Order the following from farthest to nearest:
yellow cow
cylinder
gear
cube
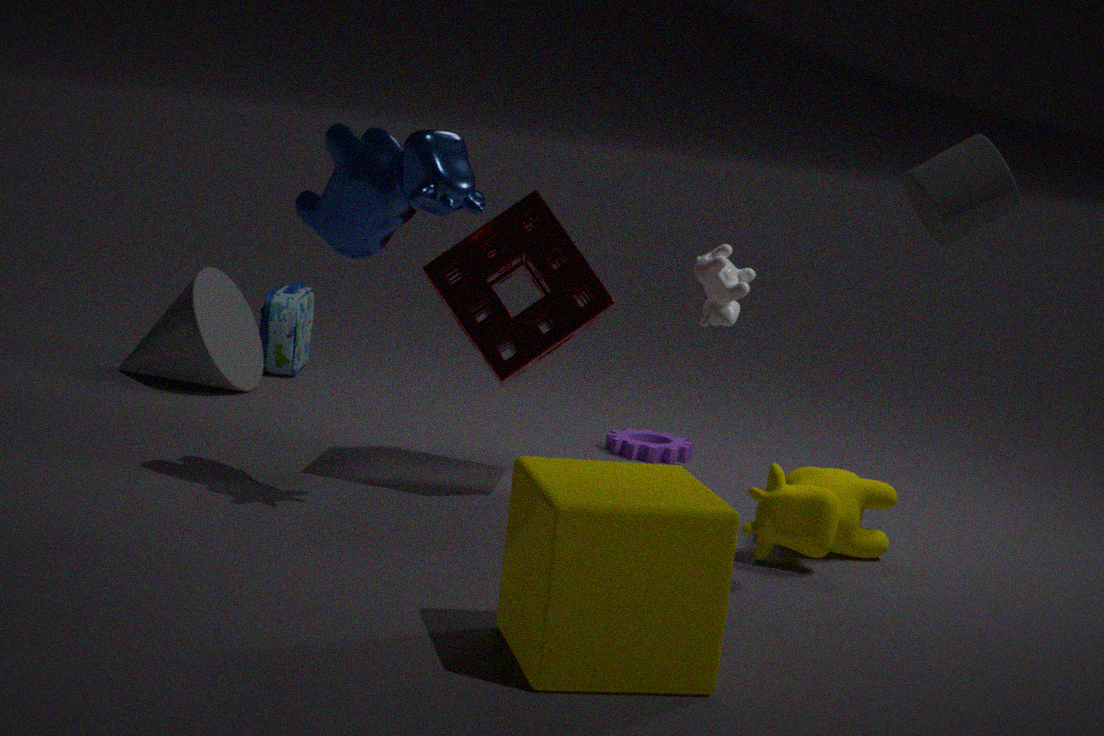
gear < yellow cow < cylinder < cube
